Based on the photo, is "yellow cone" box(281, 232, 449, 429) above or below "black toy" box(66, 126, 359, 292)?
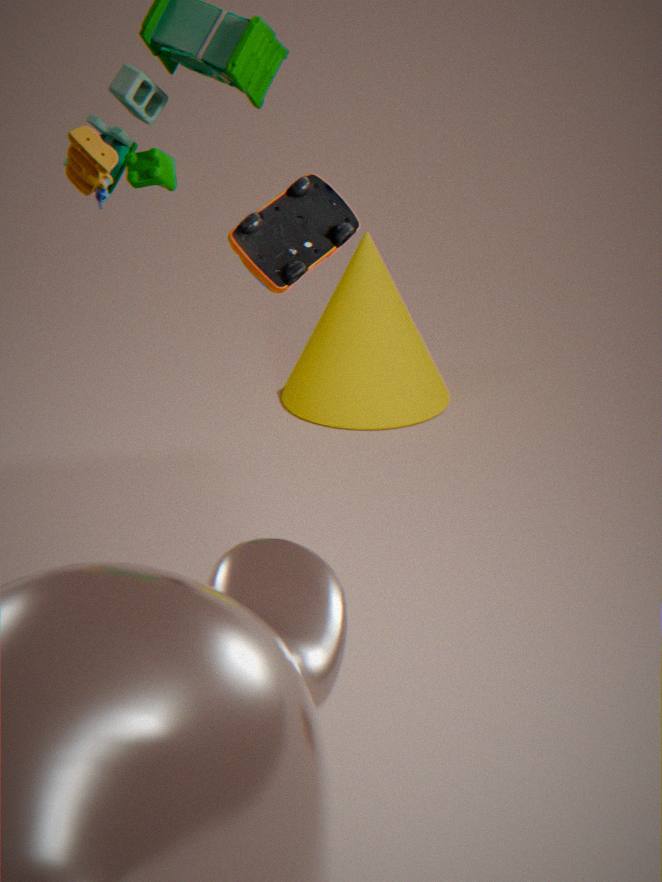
below
